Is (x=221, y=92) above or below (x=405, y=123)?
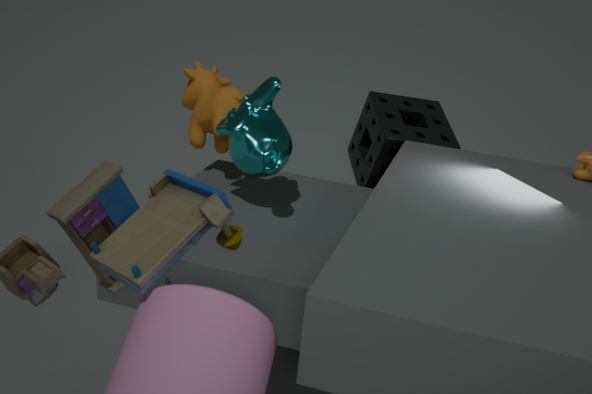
above
